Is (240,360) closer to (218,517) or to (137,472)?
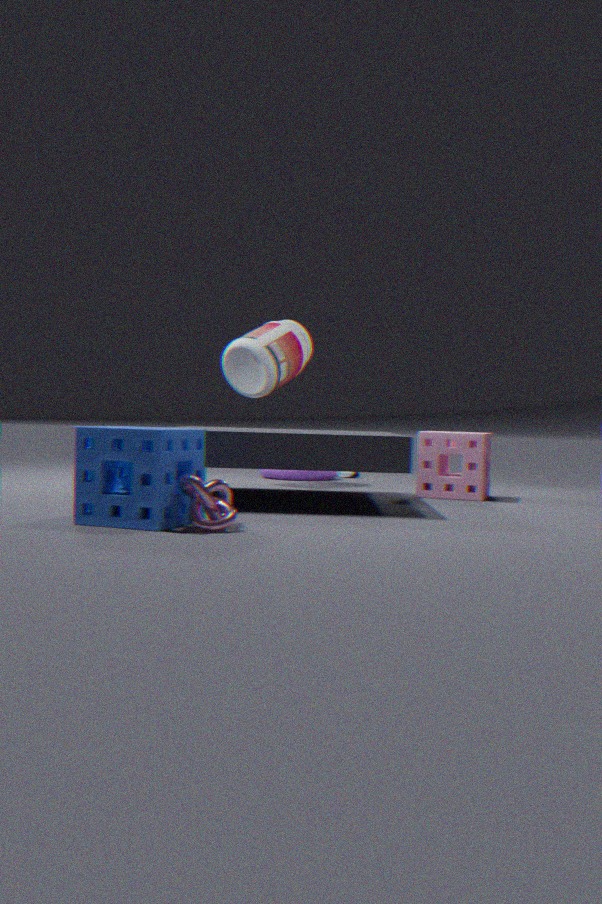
(137,472)
